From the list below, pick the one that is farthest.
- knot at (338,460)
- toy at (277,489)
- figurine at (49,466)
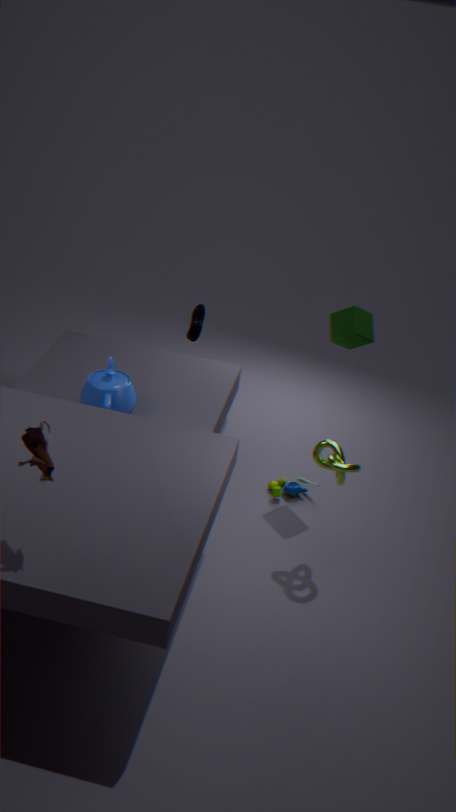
toy at (277,489)
